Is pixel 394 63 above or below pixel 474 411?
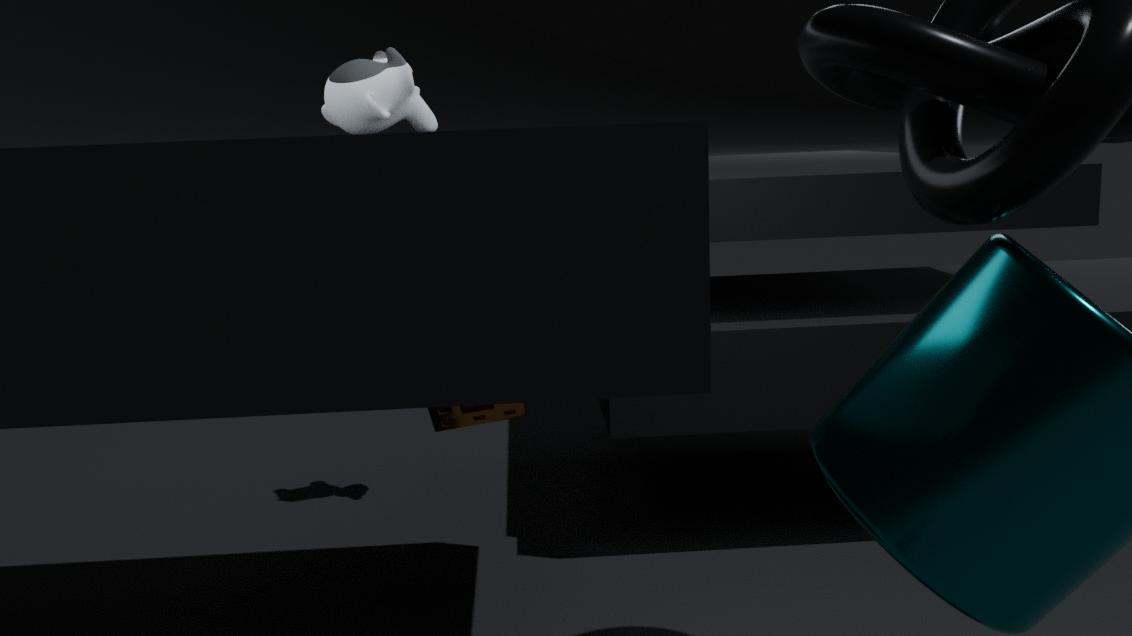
above
